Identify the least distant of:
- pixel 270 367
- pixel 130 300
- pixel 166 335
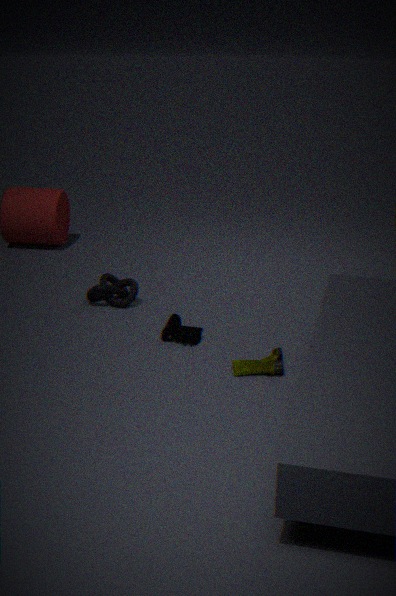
pixel 270 367
